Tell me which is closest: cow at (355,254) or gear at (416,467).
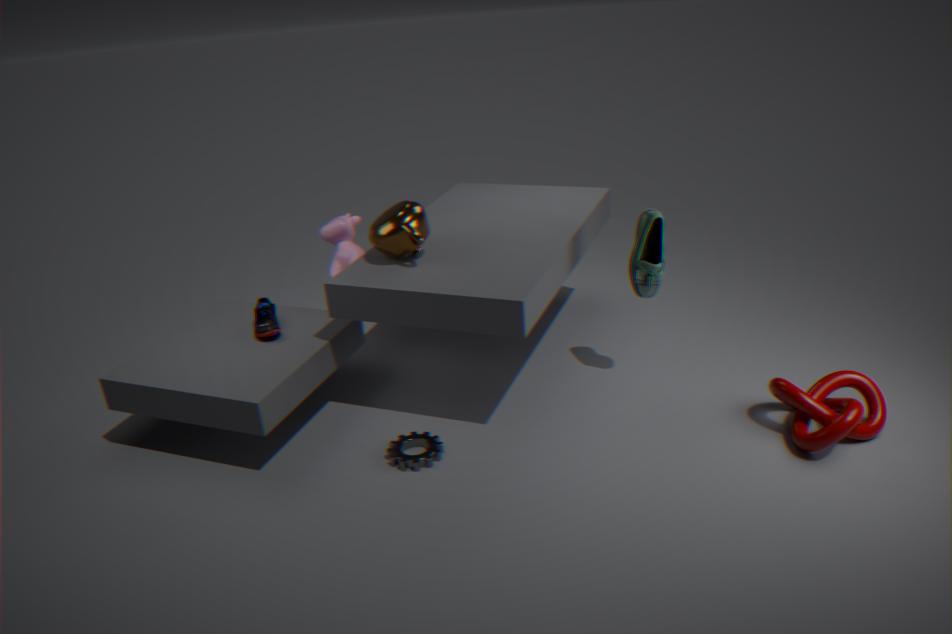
gear at (416,467)
